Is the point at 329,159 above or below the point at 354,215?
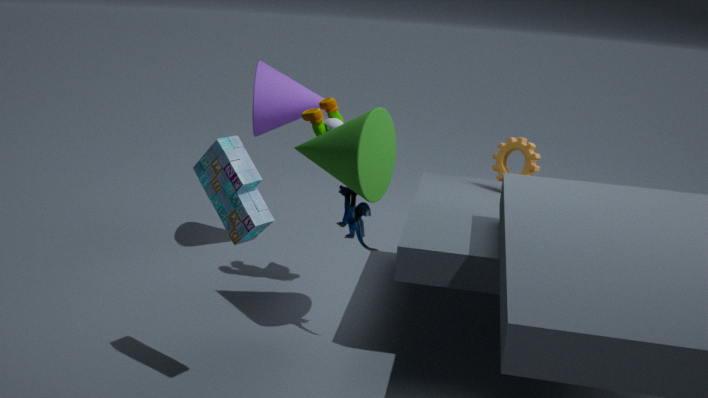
above
